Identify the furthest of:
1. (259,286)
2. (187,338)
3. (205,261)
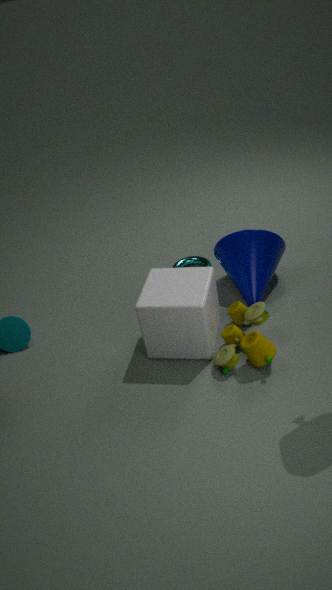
(205,261)
